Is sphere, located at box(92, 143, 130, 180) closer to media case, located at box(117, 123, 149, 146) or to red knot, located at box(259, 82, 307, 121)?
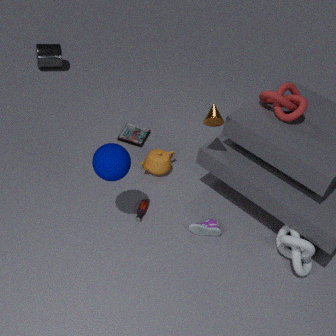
media case, located at box(117, 123, 149, 146)
